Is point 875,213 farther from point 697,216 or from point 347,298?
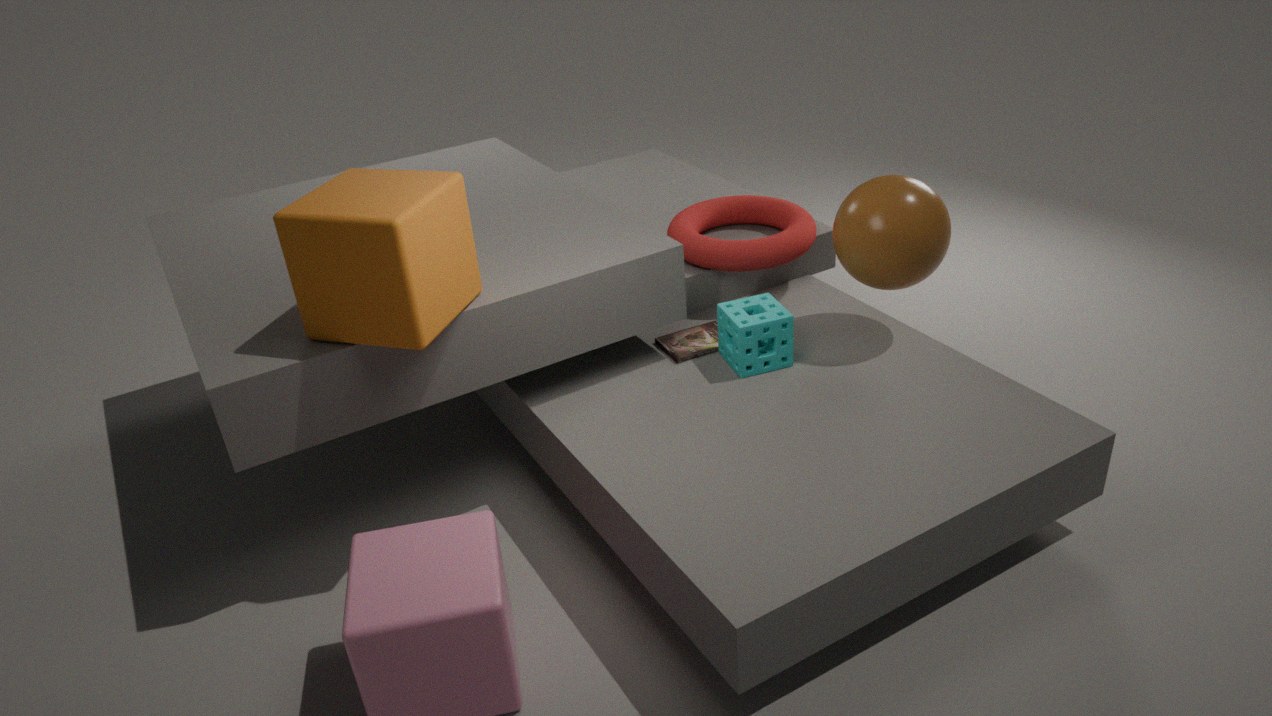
point 347,298
